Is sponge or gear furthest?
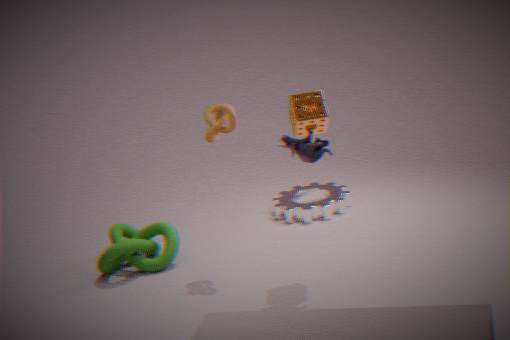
gear
